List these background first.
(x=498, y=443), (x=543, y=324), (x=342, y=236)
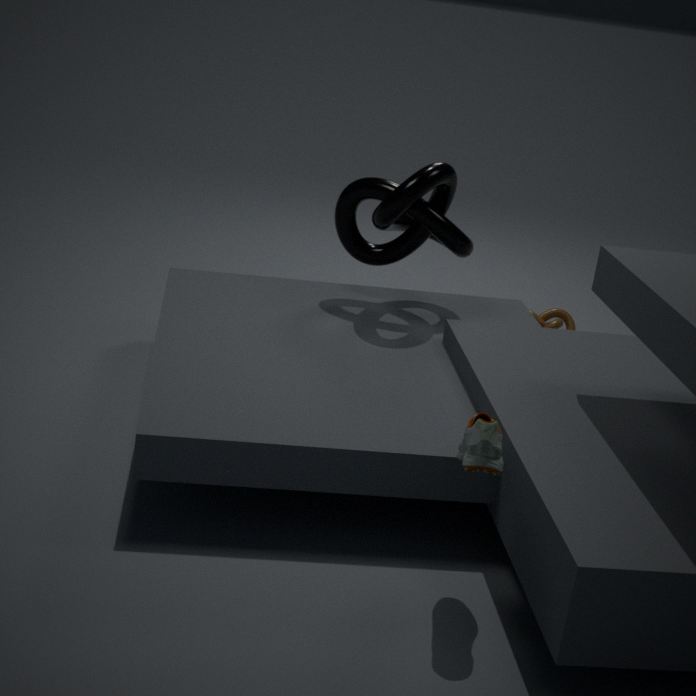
(x=543, y=324), (x=342, y=236), (x=498, y=443)
